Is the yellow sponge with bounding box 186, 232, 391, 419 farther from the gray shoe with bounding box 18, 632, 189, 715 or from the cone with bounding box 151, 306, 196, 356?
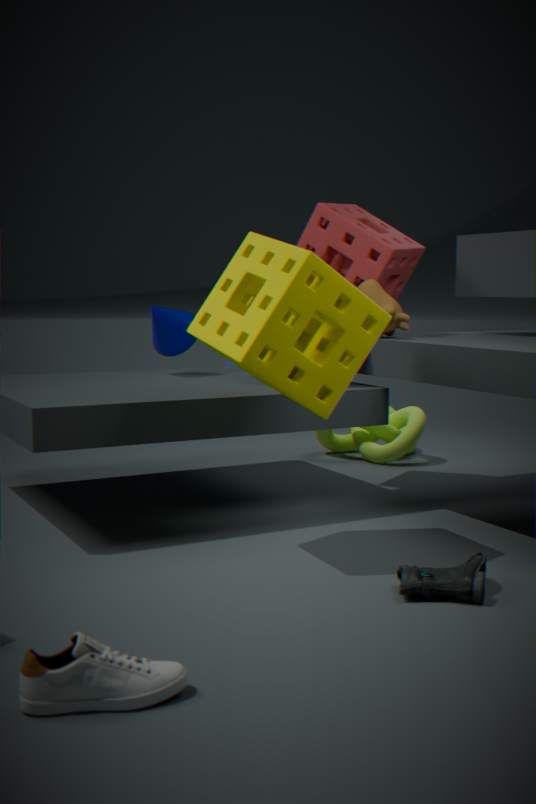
the gray shoe with bounding box 18, 632, 189, 715
